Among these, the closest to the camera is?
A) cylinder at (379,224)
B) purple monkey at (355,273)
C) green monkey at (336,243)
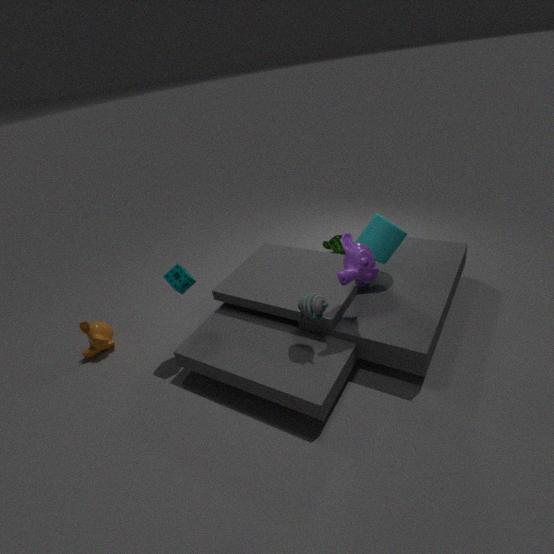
purple monkey at (355,273)
